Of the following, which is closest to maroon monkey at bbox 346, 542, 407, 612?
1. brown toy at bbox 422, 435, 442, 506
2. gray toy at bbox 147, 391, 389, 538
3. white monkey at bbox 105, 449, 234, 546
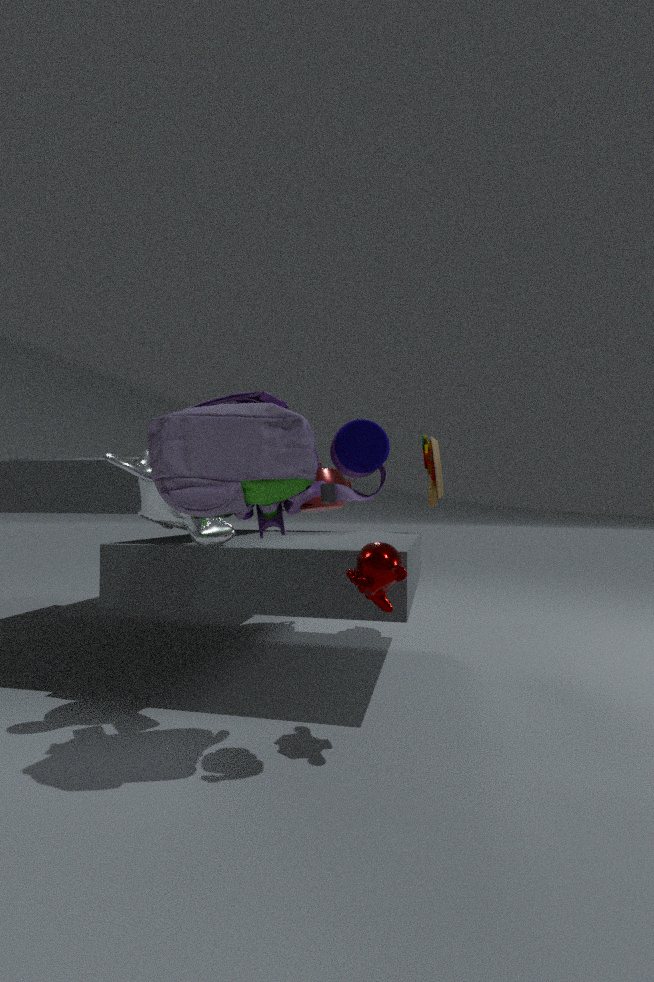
gray toy at bbox 147, 391, 389, 538
